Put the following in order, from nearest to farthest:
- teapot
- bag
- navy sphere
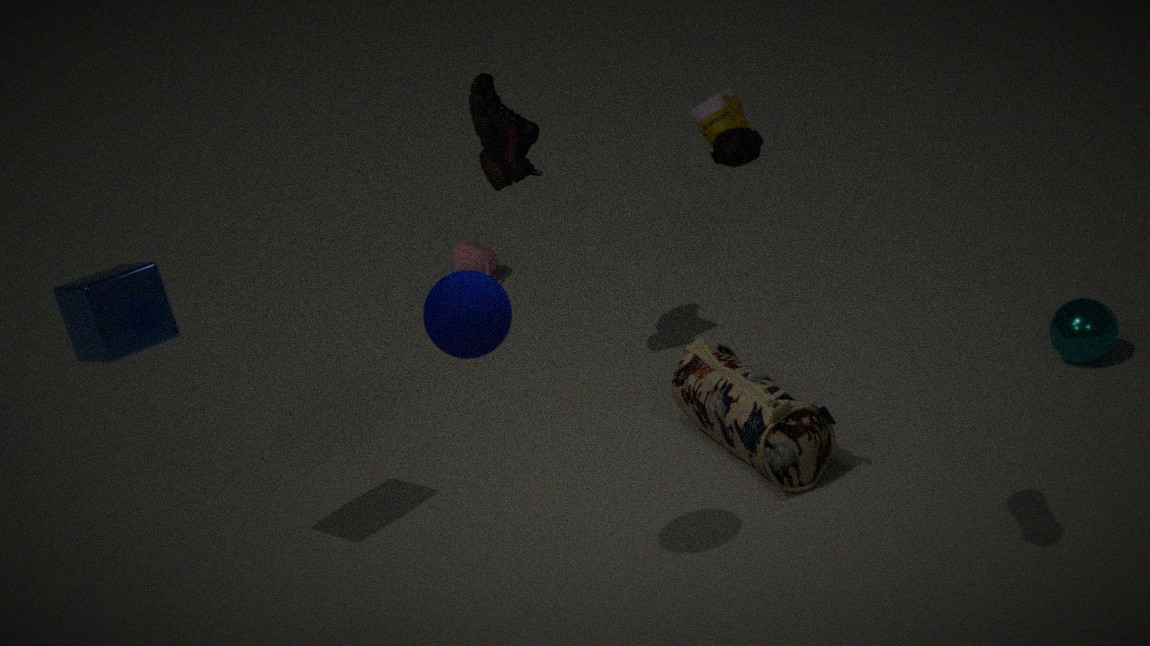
navy sphere → bag → teapot
